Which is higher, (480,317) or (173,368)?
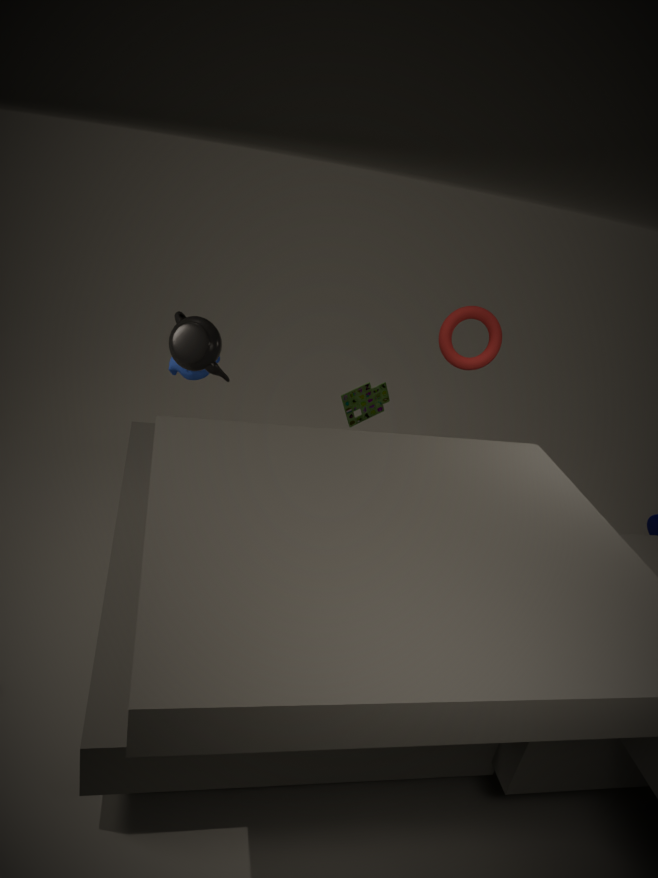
(480,317)
